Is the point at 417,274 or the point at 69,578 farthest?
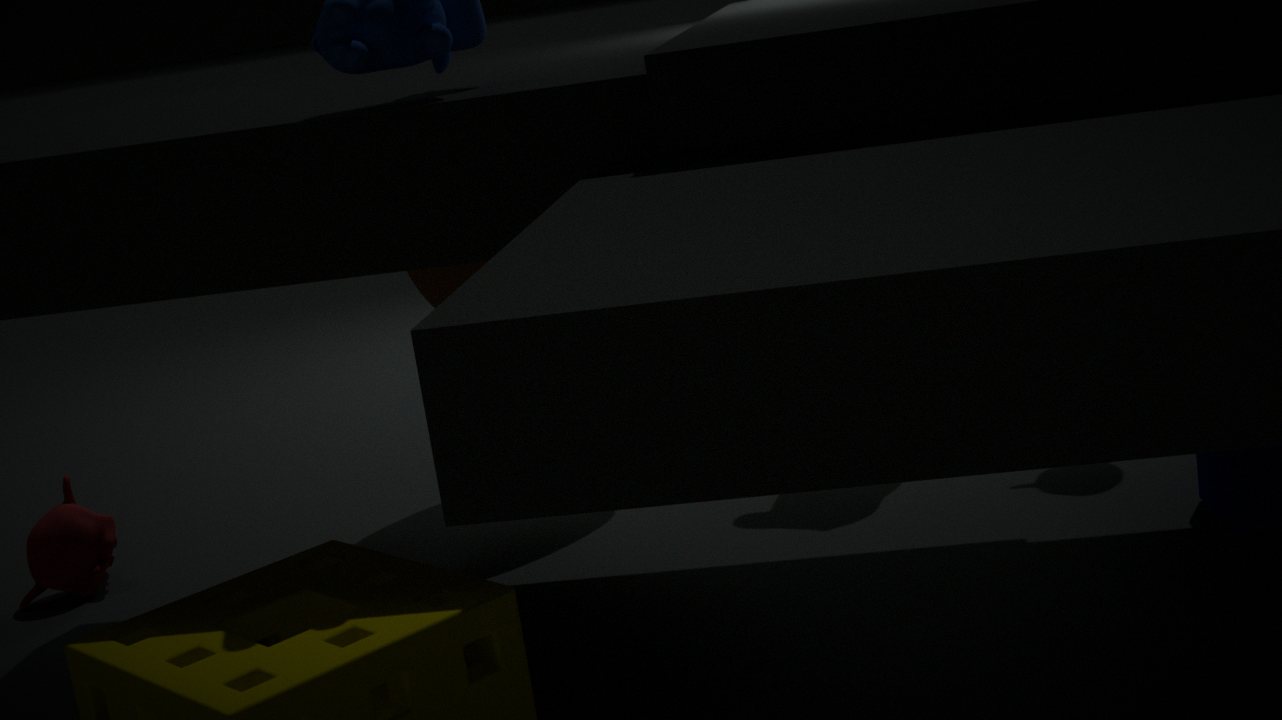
the point at 417,274
